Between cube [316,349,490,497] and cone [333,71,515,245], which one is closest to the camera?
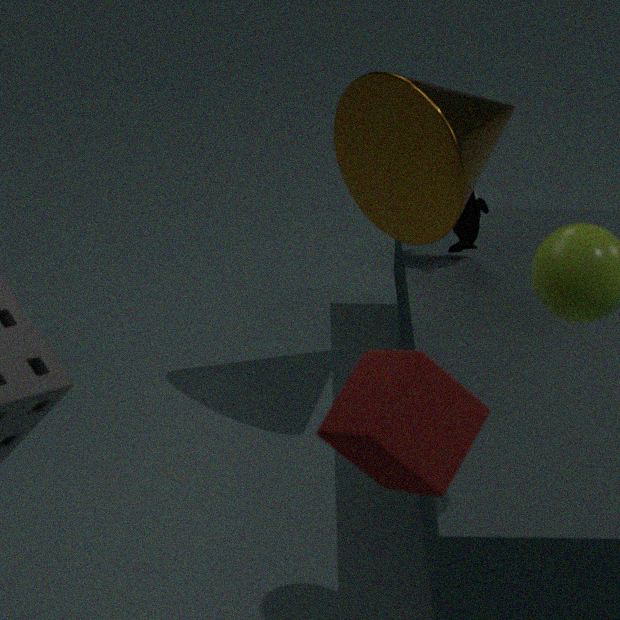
cube [316,349,490,497]
